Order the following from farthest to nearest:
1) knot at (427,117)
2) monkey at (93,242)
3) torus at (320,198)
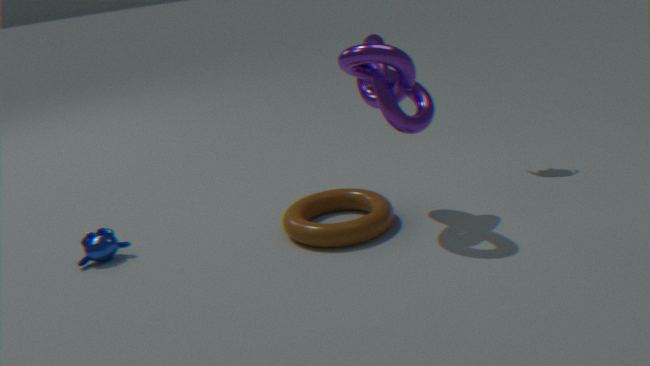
2. monkey at (93,242) < 3. torus at (320,198) < 1. knot at (427,117)
